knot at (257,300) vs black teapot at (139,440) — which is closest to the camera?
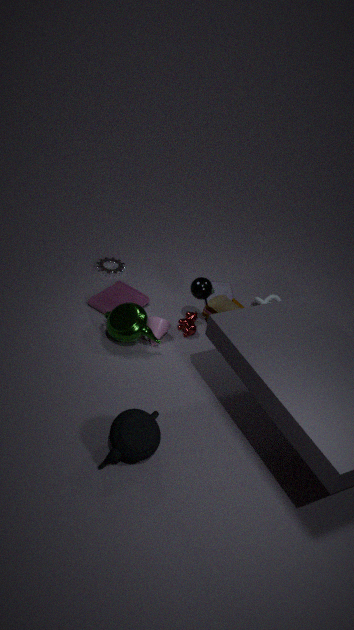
black teapot at (139,440)
